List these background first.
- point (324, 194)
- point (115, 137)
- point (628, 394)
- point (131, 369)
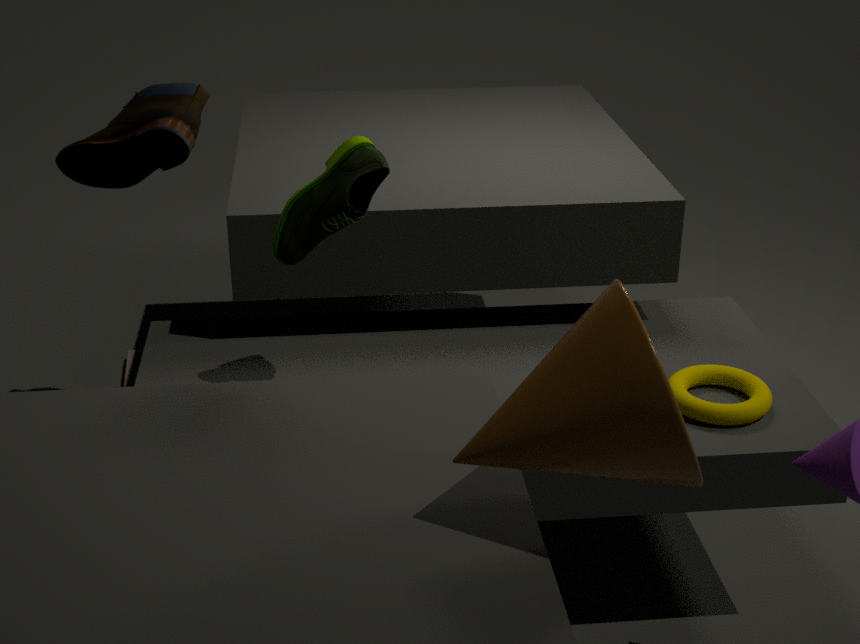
point (131, 369) → point (115, 137) → point (324, 194) → point (628, 394)
